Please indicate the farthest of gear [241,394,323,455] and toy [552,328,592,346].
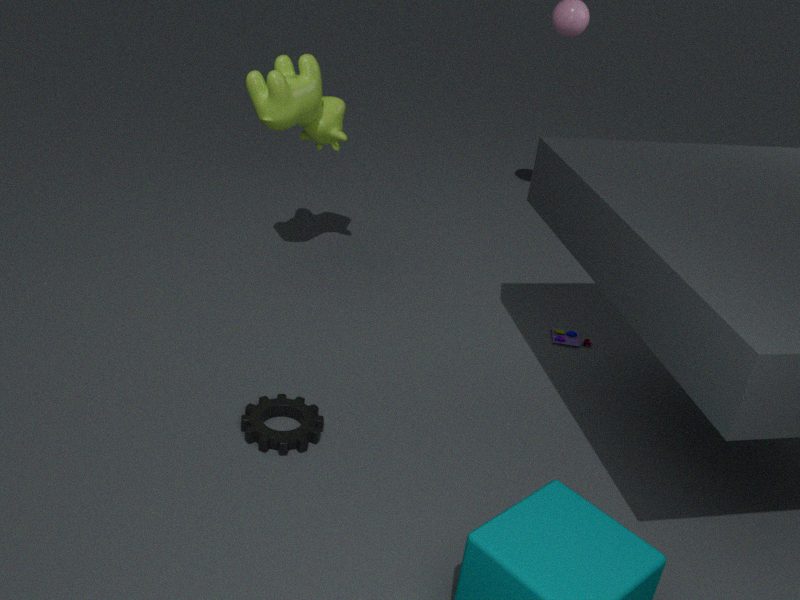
toy [552,328,592,346]
